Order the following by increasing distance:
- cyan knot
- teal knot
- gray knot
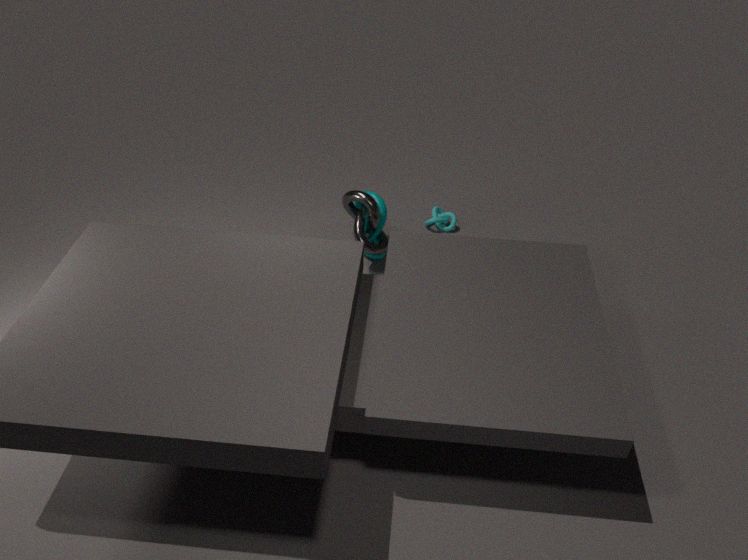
1. gray knot
2. teal knot
3. cyan knot
